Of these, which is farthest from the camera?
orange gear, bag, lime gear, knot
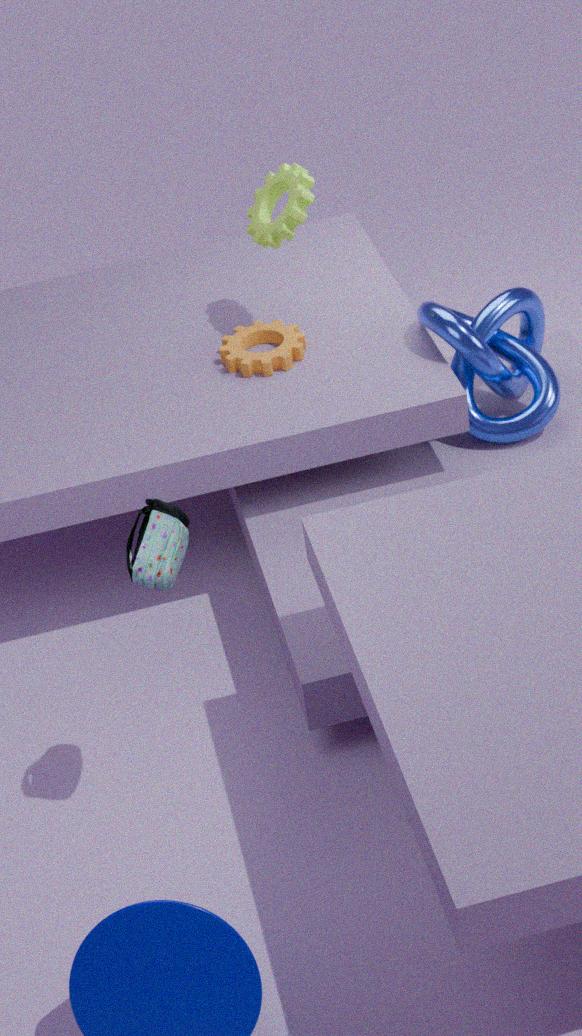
orange gear
